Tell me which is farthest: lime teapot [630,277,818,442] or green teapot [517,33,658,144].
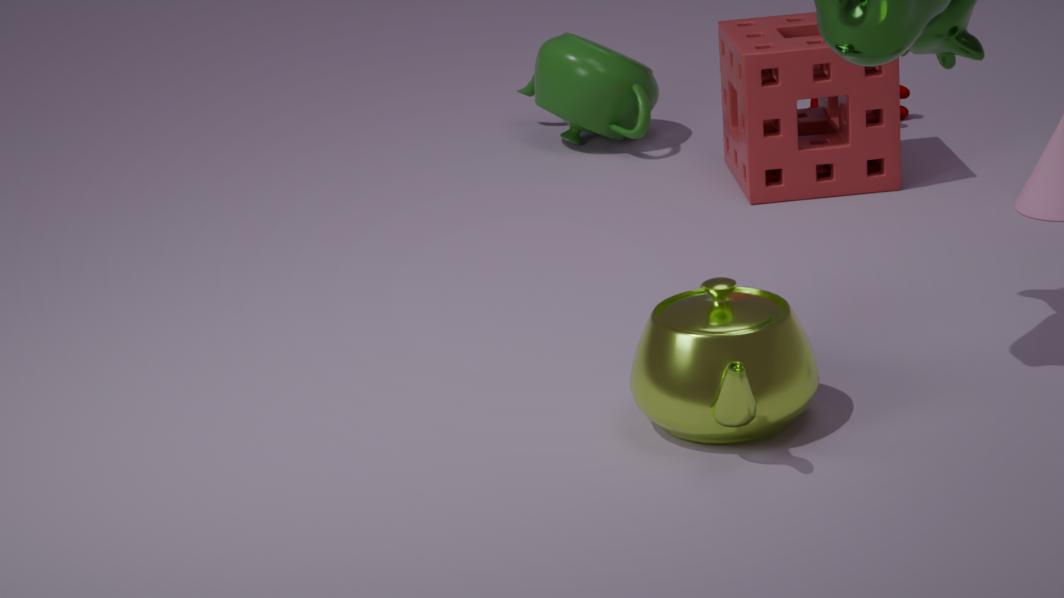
green teapot [517,33,658,144]
